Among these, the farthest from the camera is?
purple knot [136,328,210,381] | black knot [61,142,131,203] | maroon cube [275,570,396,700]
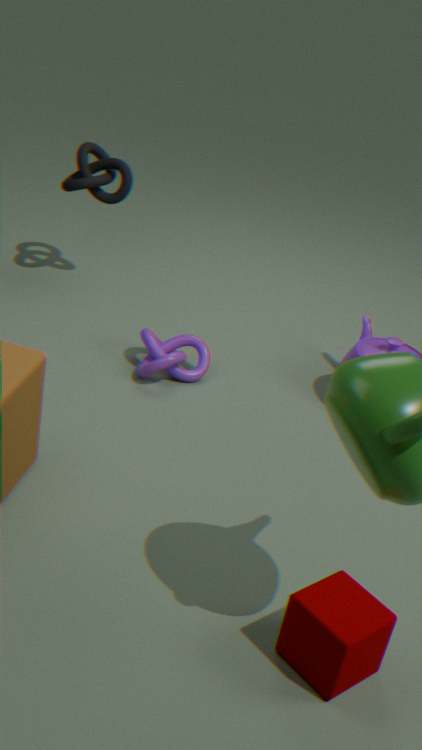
black knot [61,142,131,203]
